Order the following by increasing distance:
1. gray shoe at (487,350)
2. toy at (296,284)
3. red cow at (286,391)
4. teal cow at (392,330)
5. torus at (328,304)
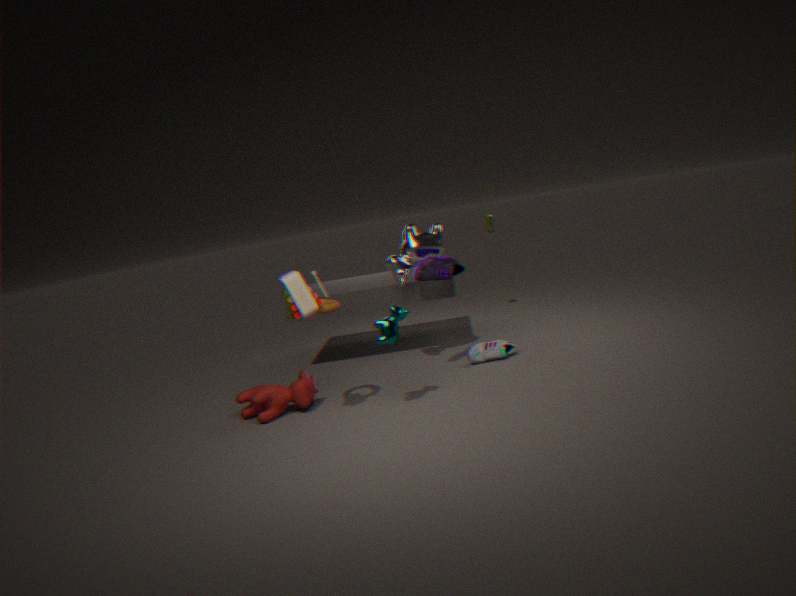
toy at (296,284) → teal cow at (392,330) → torus at (328,304) → red cow at (286,391) → gray shoe at (487,350)
